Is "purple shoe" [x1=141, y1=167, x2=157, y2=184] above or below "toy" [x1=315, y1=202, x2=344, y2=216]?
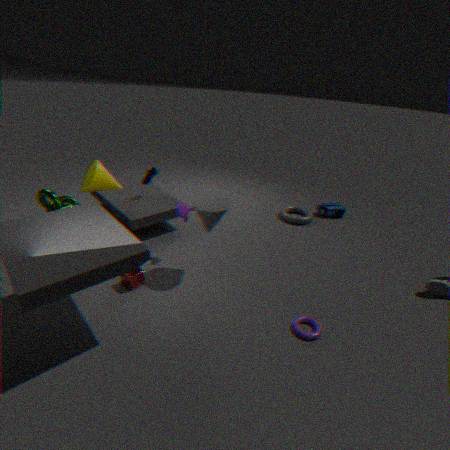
above
